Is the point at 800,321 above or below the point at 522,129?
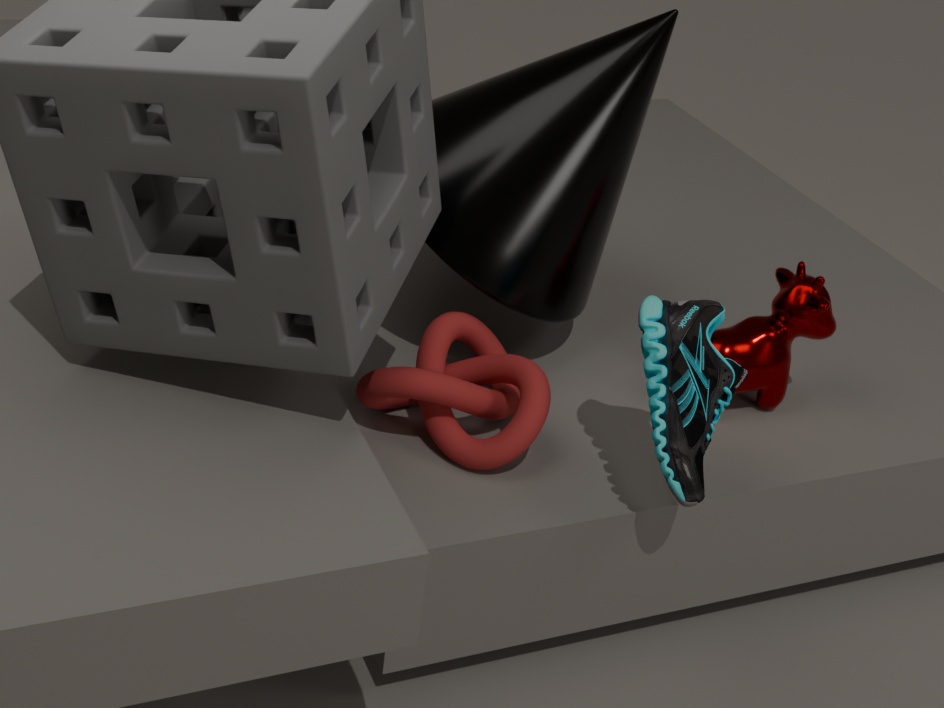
below
